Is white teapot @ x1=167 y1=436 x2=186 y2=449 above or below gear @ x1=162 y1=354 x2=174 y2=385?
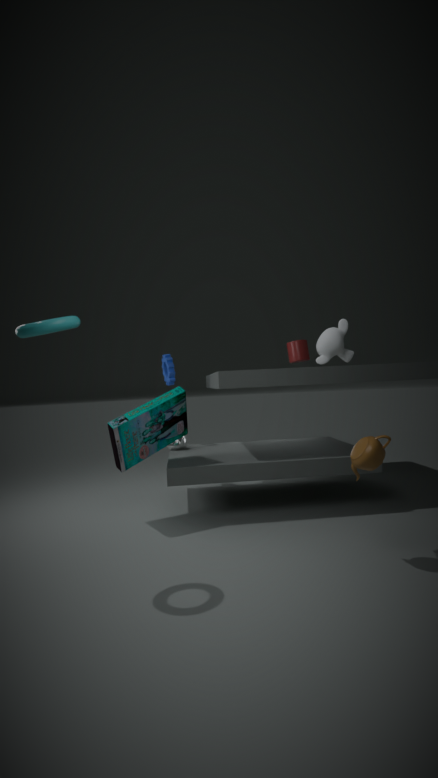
below
